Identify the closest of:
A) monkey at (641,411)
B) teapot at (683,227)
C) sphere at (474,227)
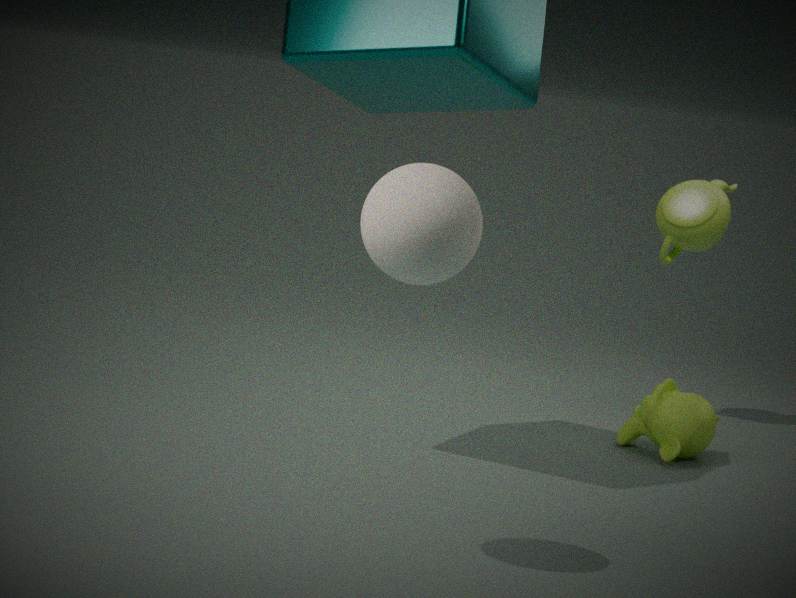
sphere at (474,227)
